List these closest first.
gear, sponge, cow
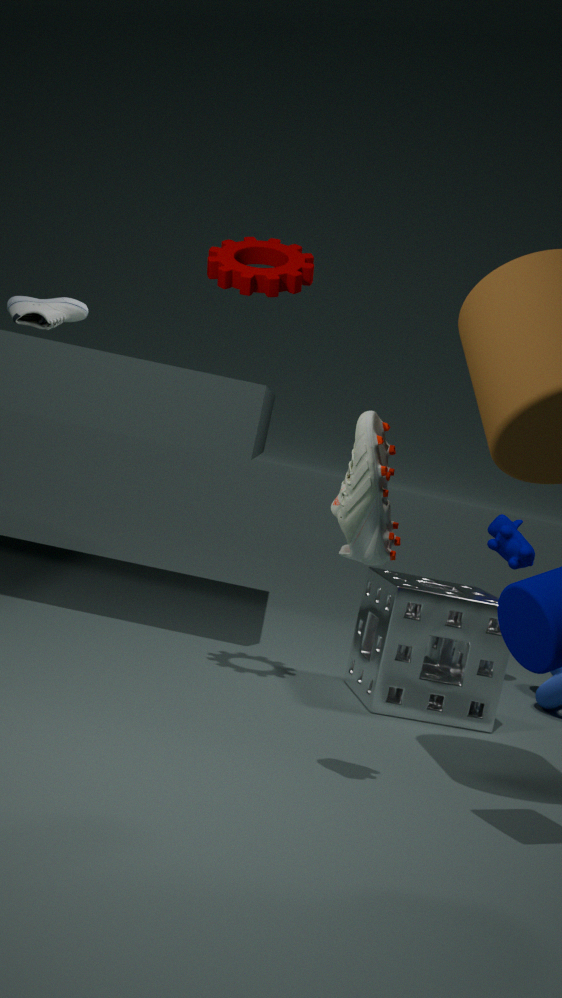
gear < sponge < cow
